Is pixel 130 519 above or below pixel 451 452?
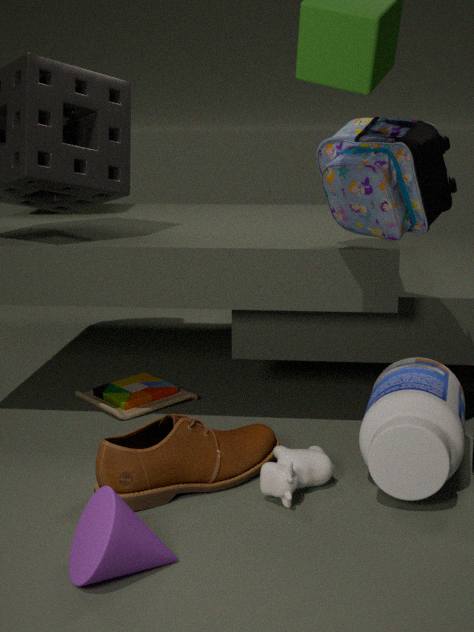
below
